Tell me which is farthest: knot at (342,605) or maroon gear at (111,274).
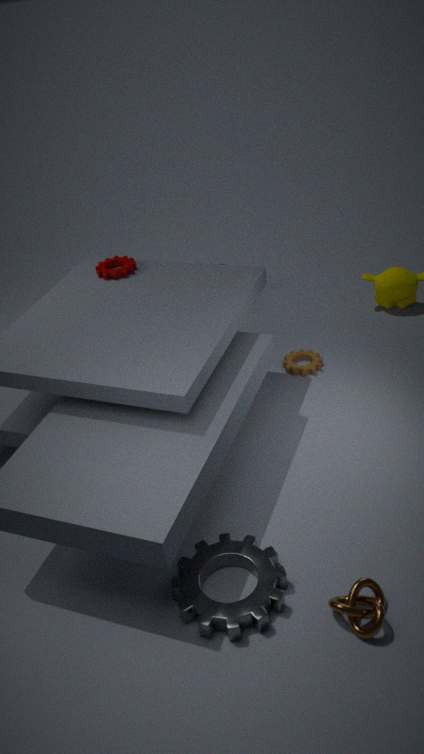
maroon gear at (111,274)
